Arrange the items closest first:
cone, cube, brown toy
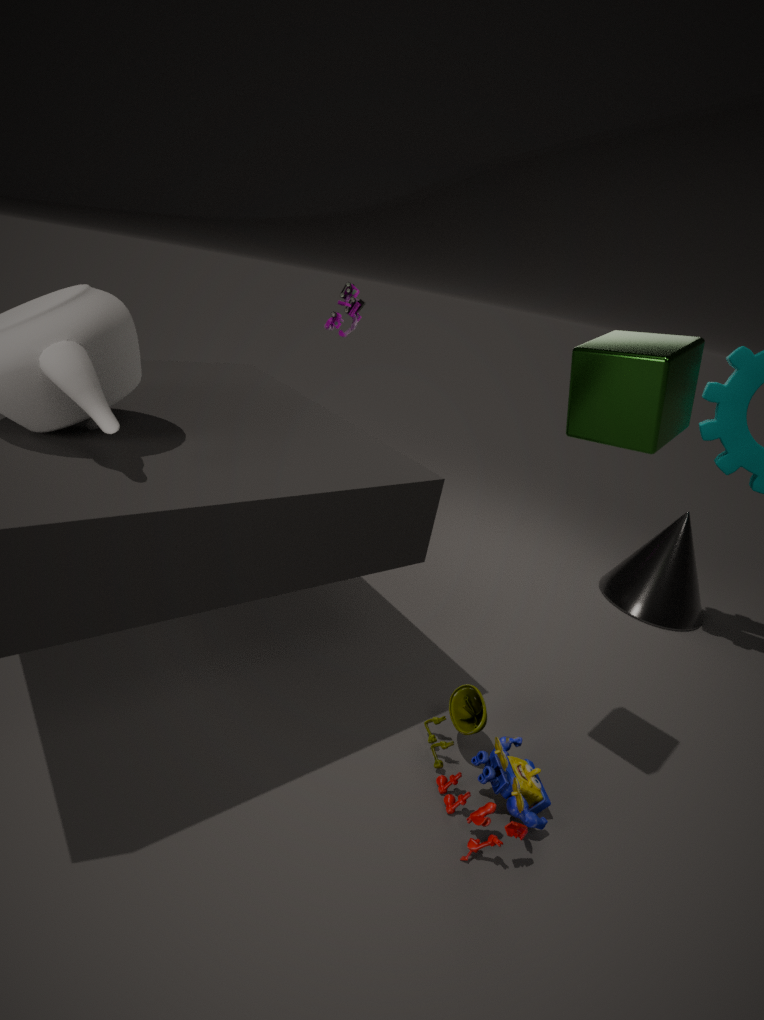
cube, brown toy, cone
